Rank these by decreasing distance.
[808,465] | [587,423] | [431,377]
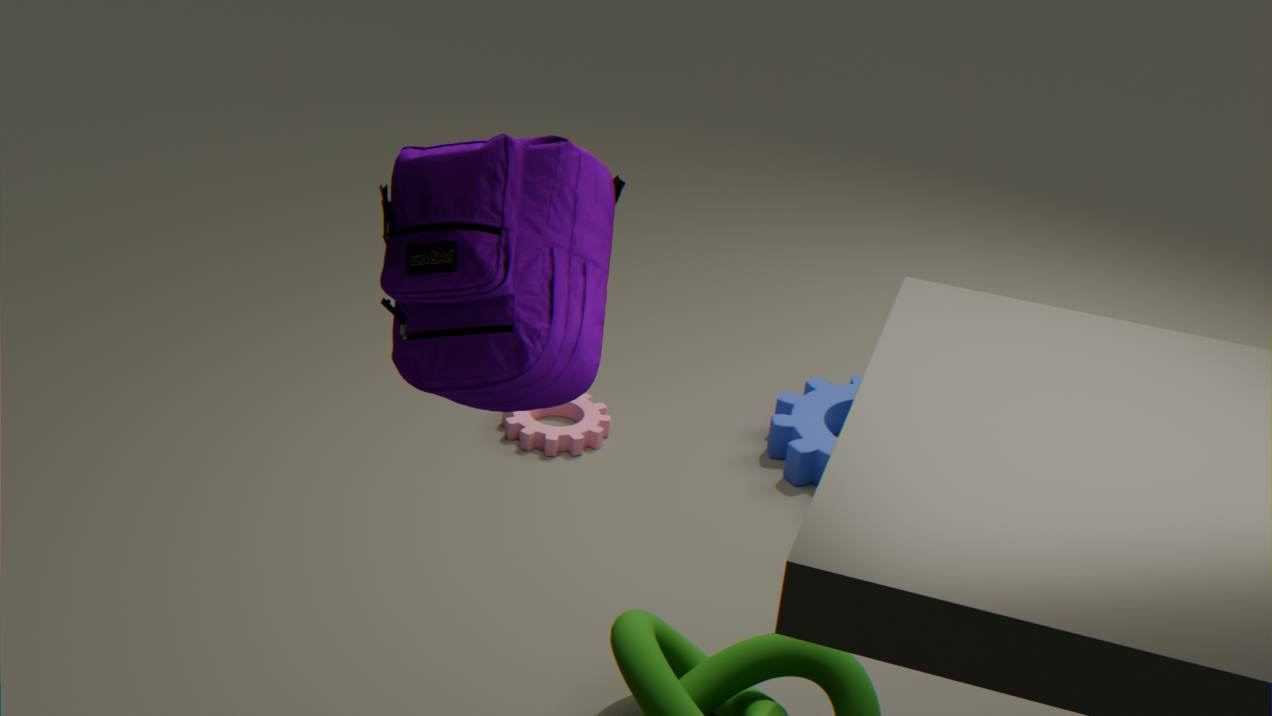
1. [587,423]
2. [808,465]
3. [431,377]
